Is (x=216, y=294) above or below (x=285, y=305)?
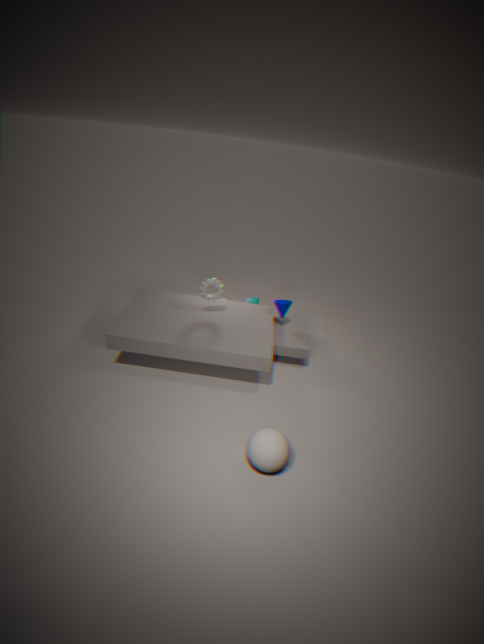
above
